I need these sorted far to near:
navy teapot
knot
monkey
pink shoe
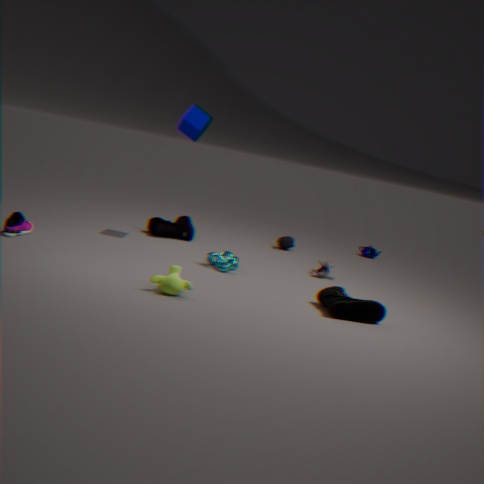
navy teapot
pink shoe
knot
monkey
